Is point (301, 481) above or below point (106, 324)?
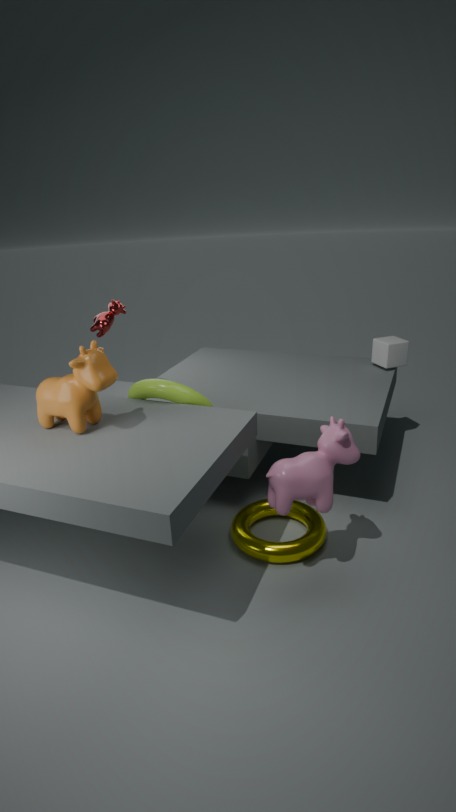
below
